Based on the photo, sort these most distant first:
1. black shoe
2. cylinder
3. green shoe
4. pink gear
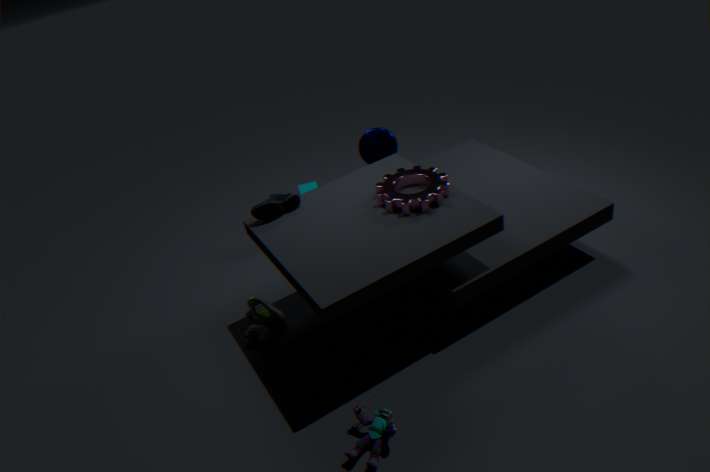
cylinder < green shoe < black shoe < pink gear
